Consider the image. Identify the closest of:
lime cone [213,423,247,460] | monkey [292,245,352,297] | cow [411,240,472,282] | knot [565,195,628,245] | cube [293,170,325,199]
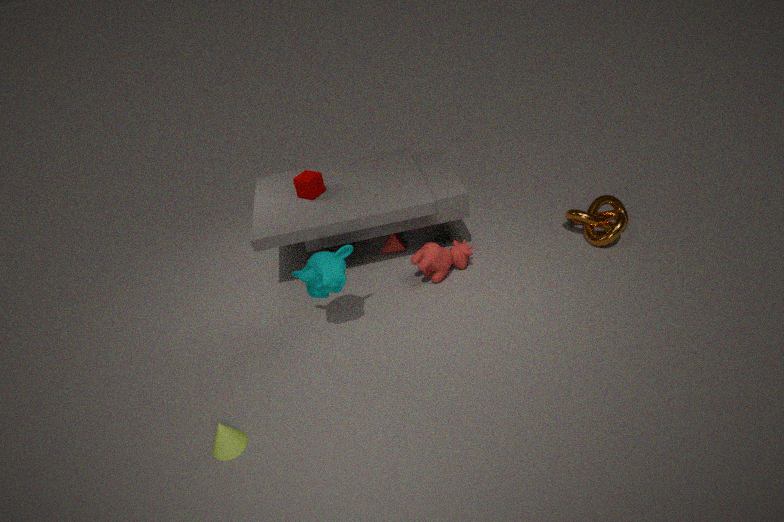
lime cone [213,423,247,460]
